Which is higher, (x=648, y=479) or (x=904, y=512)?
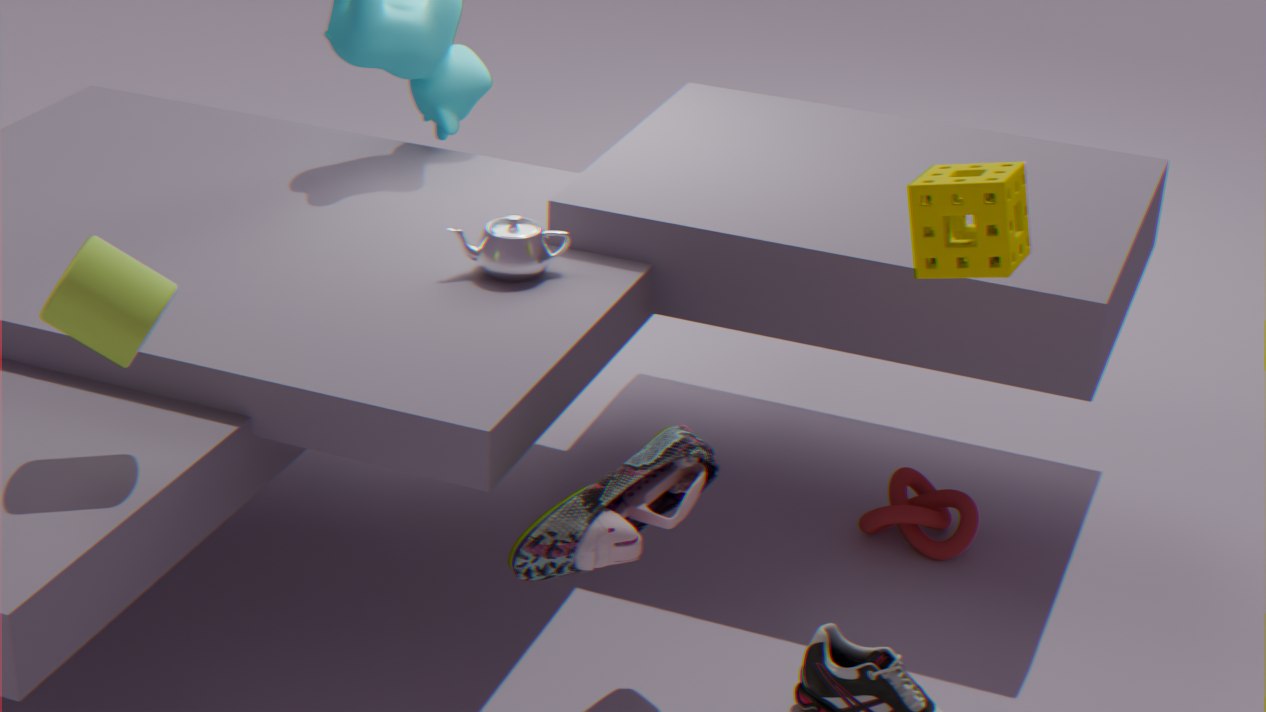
(x=648, y=479)
